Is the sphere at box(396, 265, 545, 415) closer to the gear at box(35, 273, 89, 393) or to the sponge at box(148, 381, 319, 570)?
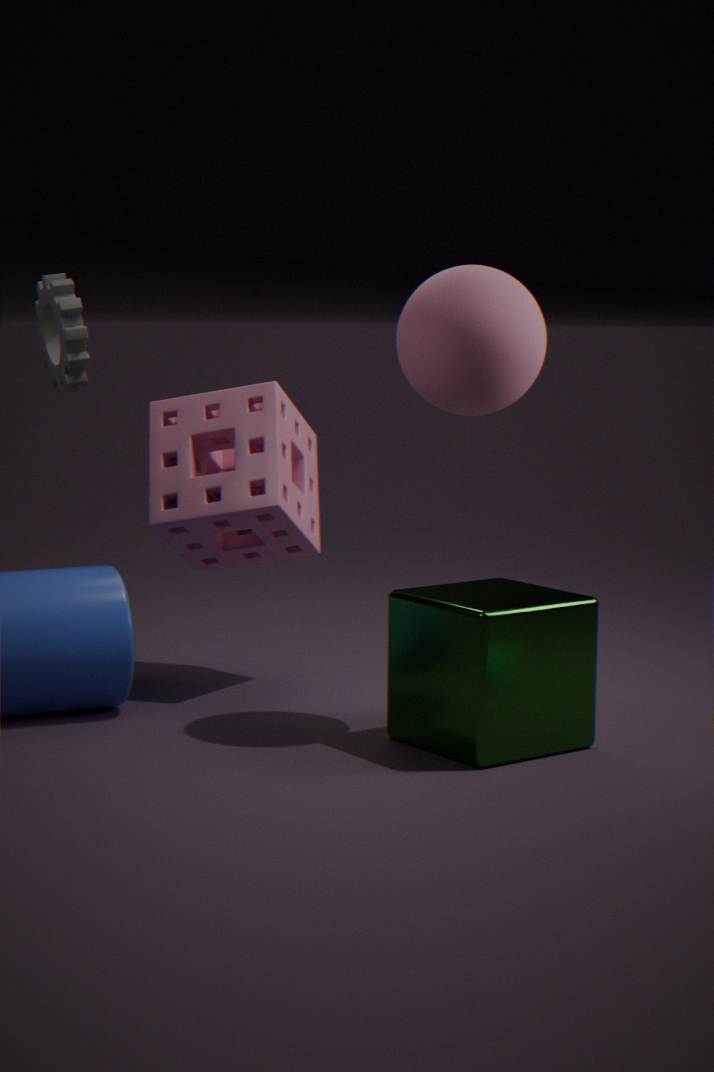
the sponge at box(148, 381, 319, 570)
